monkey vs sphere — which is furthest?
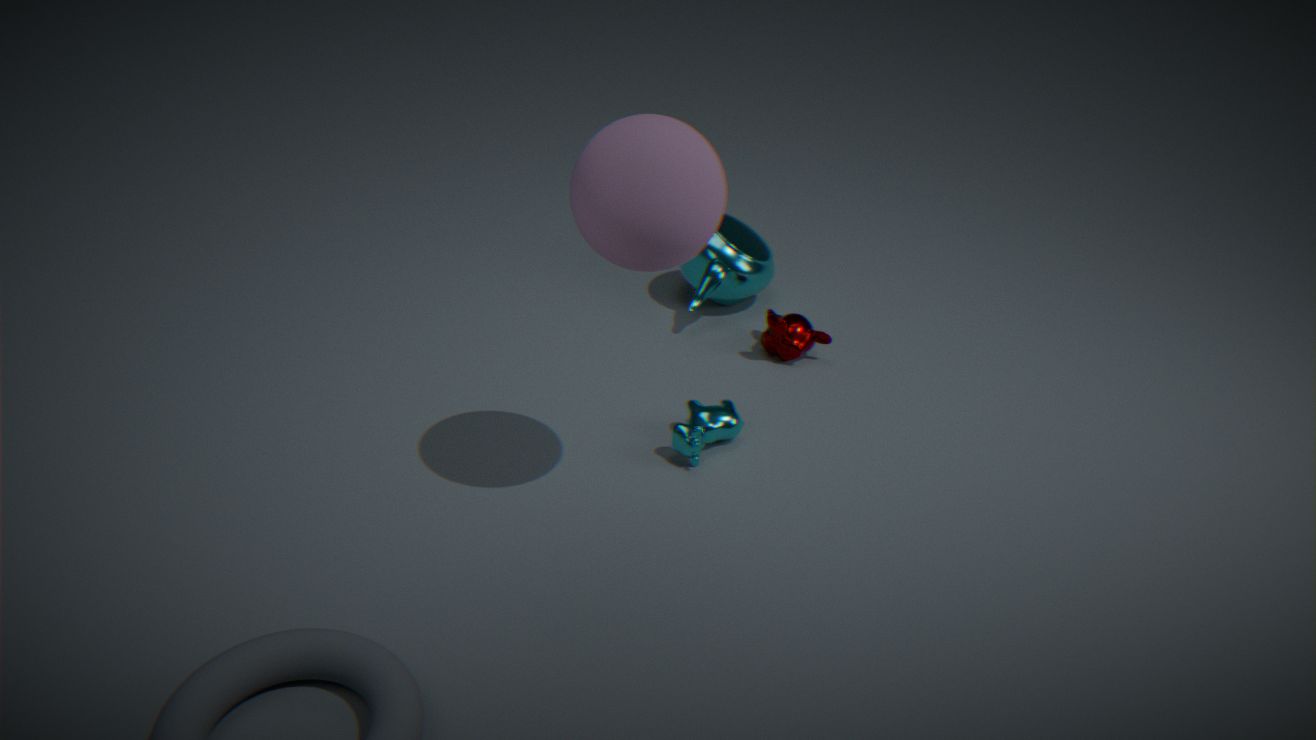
monkey
